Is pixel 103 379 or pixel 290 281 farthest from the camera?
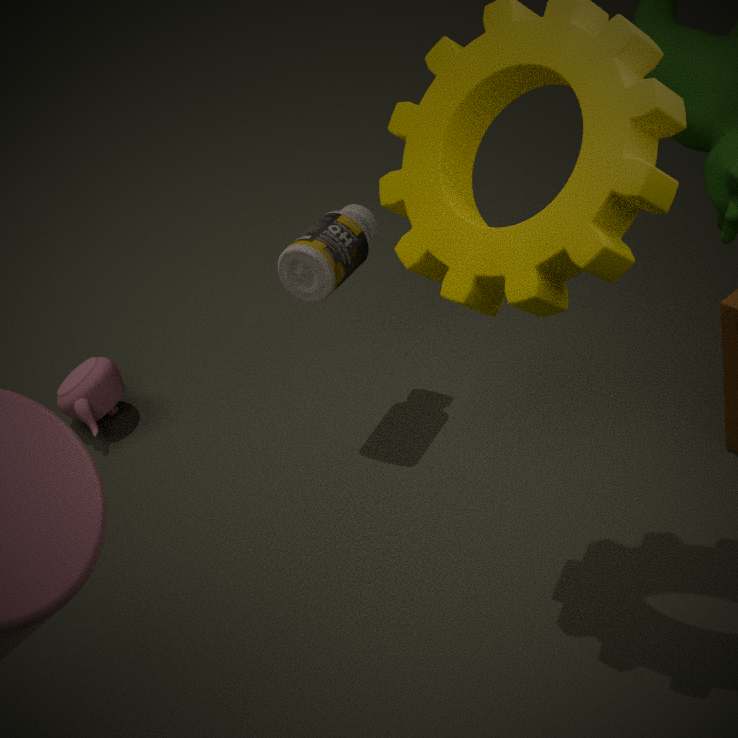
pixel 103 379
